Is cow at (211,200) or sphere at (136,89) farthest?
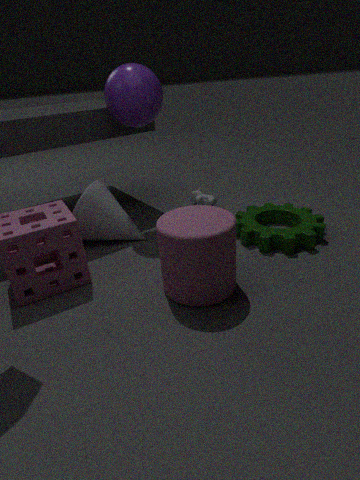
cow at (211,200)
